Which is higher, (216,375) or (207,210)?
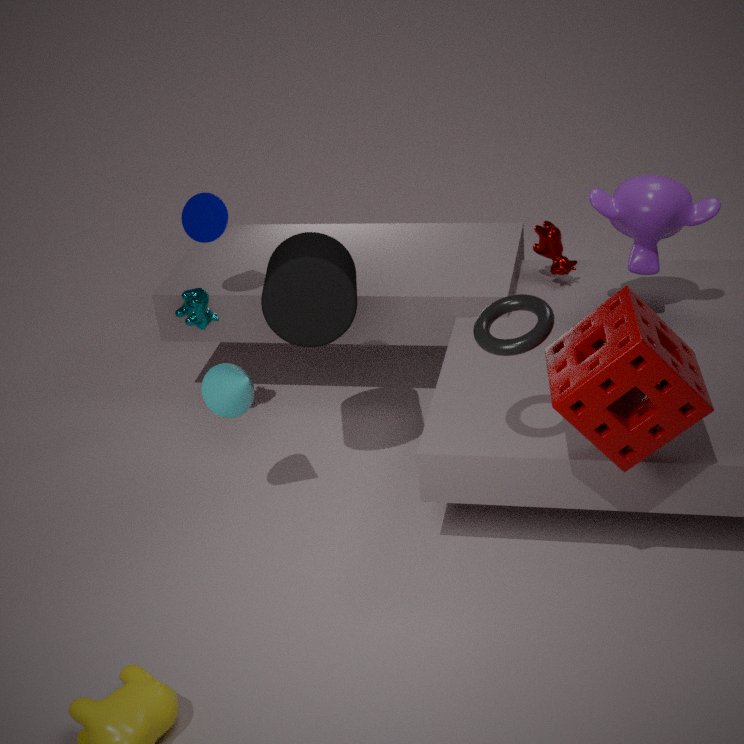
(207,210)
